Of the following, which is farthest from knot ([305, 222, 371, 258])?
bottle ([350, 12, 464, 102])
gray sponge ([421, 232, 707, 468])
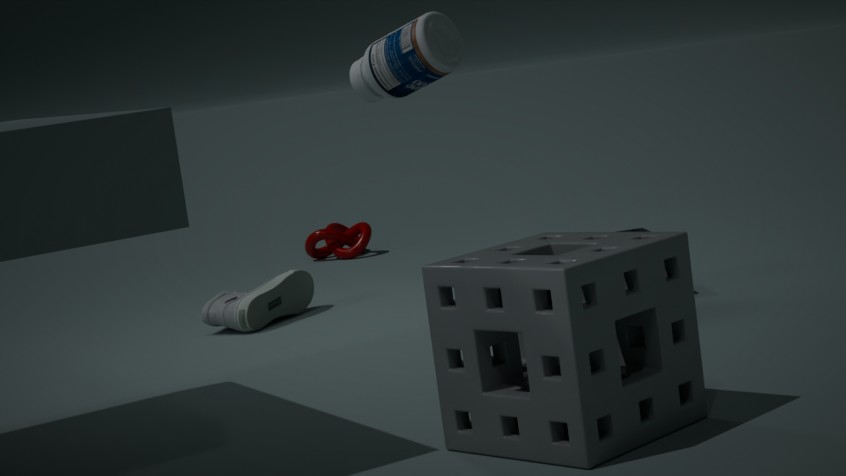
gray sponge ([421, 232, 707, 468])
